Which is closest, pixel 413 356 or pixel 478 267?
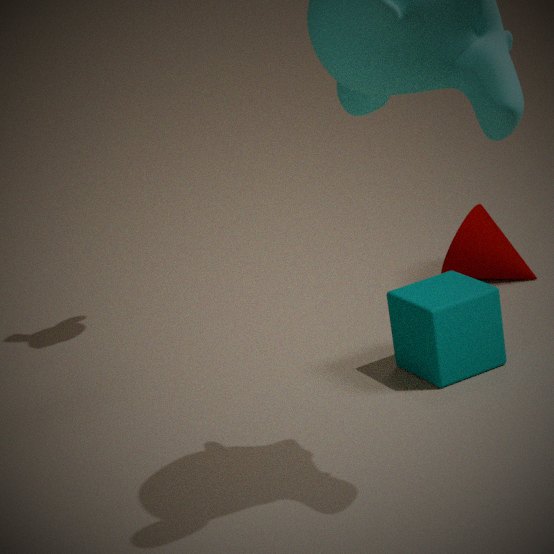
pixel 413 356
